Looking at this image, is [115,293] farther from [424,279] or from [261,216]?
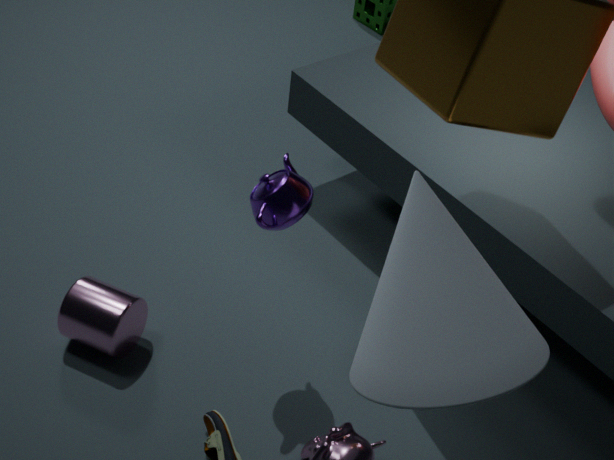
[424,279]
